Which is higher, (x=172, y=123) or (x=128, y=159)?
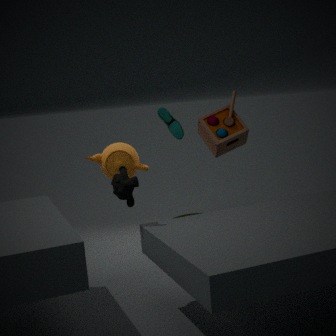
(x=172, y=123)
